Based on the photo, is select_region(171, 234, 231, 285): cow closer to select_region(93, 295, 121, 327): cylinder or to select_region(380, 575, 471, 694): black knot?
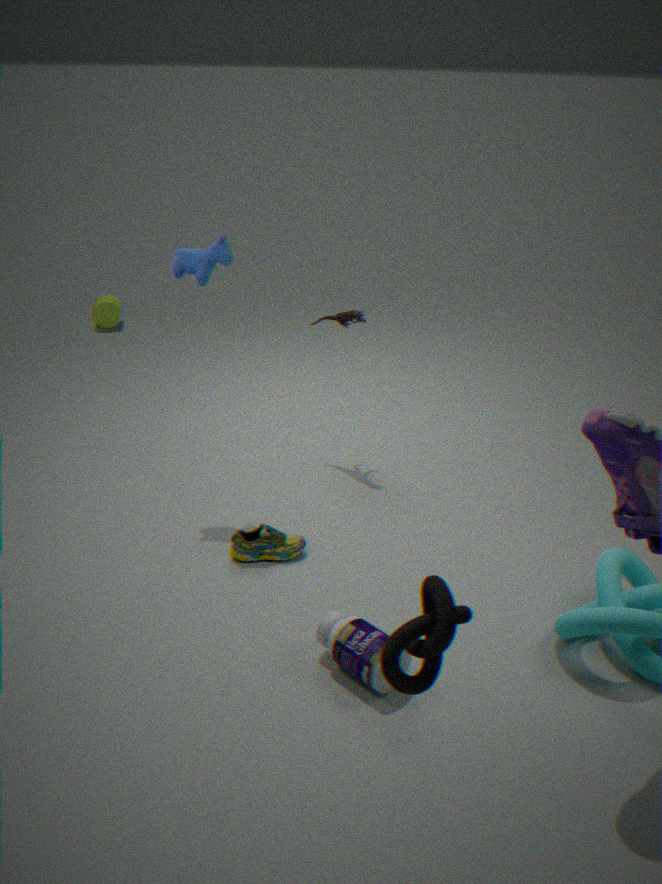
select_region(380, 575, 471, 694): black knot
